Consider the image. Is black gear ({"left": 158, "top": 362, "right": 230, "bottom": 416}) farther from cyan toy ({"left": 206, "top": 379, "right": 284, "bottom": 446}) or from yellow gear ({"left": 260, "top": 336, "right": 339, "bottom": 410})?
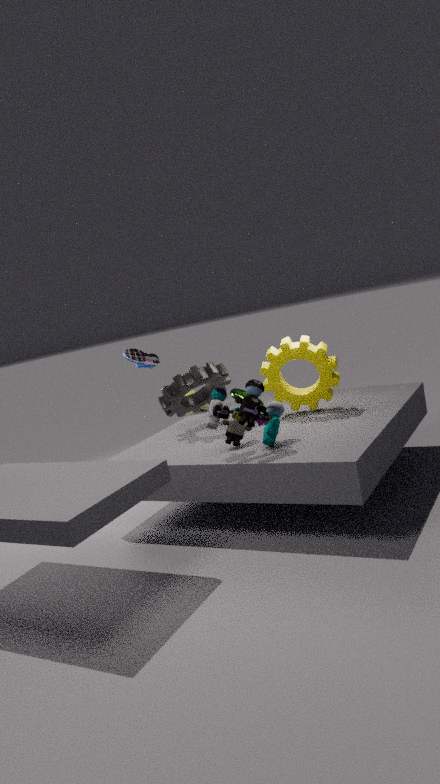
cyan toy ({"left": 206, "top": 379, "right": 284, "bottom": 446})
